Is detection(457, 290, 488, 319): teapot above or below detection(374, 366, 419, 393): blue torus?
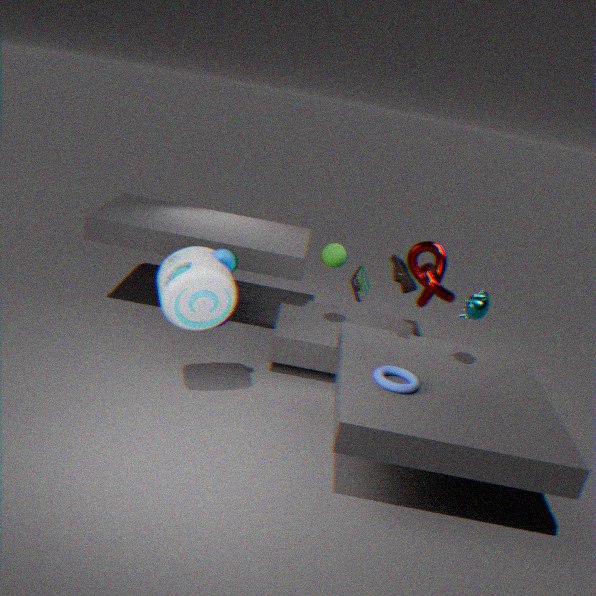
above
